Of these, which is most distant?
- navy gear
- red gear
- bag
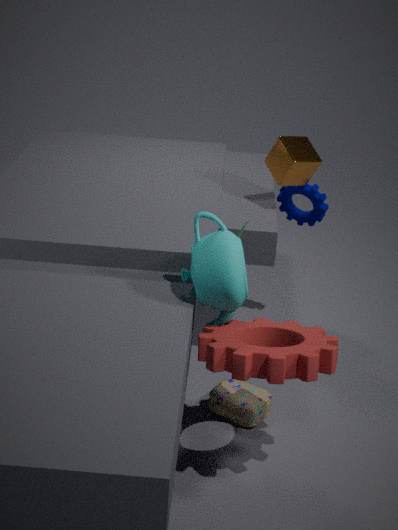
navy gear
